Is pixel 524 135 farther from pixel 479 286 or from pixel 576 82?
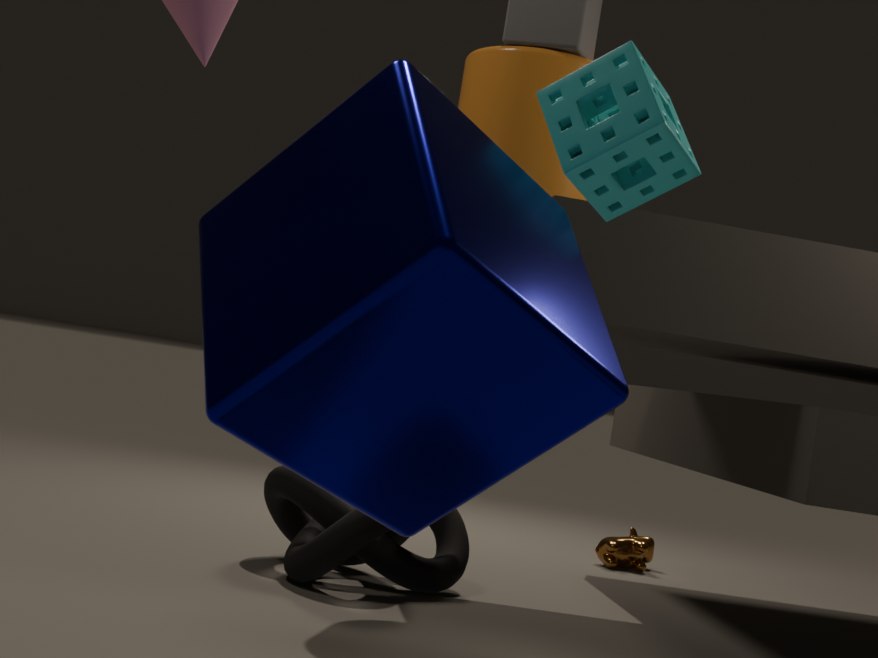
pixel 479 286
